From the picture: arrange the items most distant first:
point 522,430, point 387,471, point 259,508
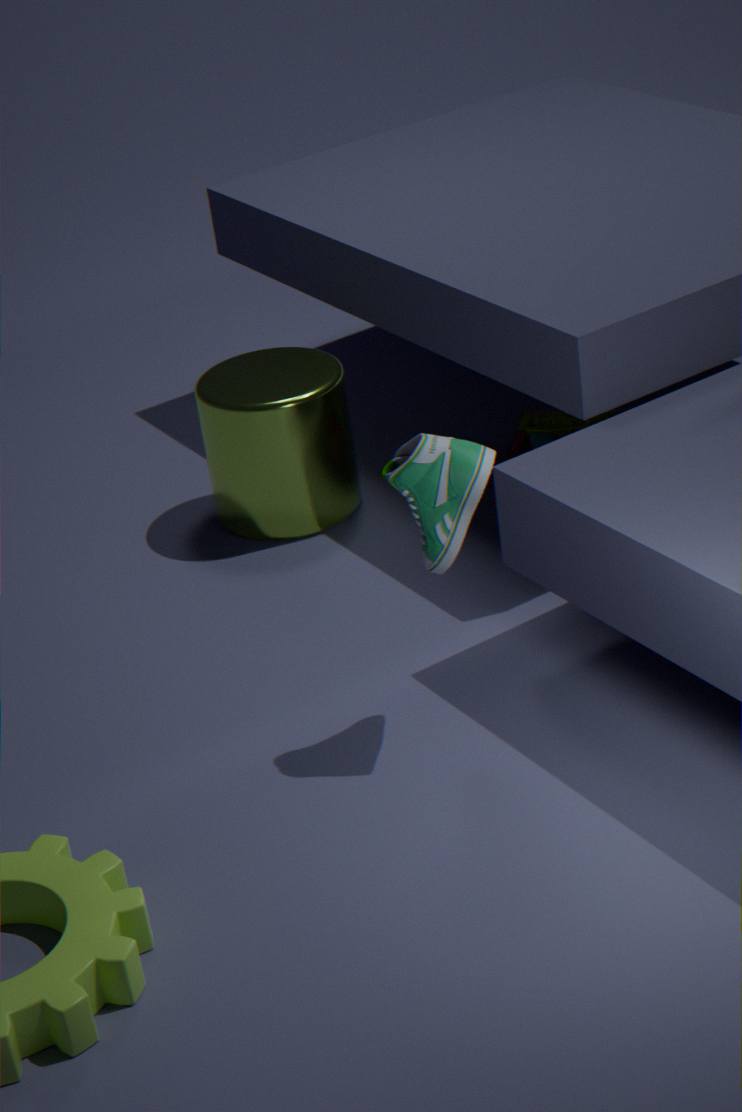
point 522,430 → point 259,508 → point 387,471
